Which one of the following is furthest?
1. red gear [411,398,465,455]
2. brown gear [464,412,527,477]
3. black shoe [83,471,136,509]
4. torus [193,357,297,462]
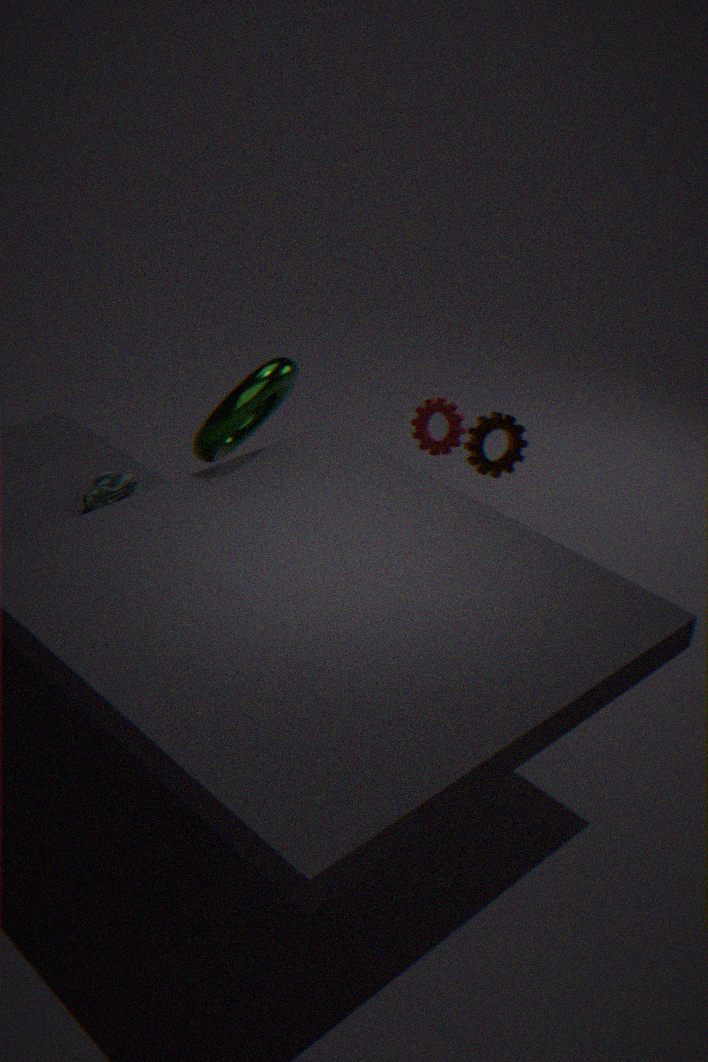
red gear [411,398,465,455]
